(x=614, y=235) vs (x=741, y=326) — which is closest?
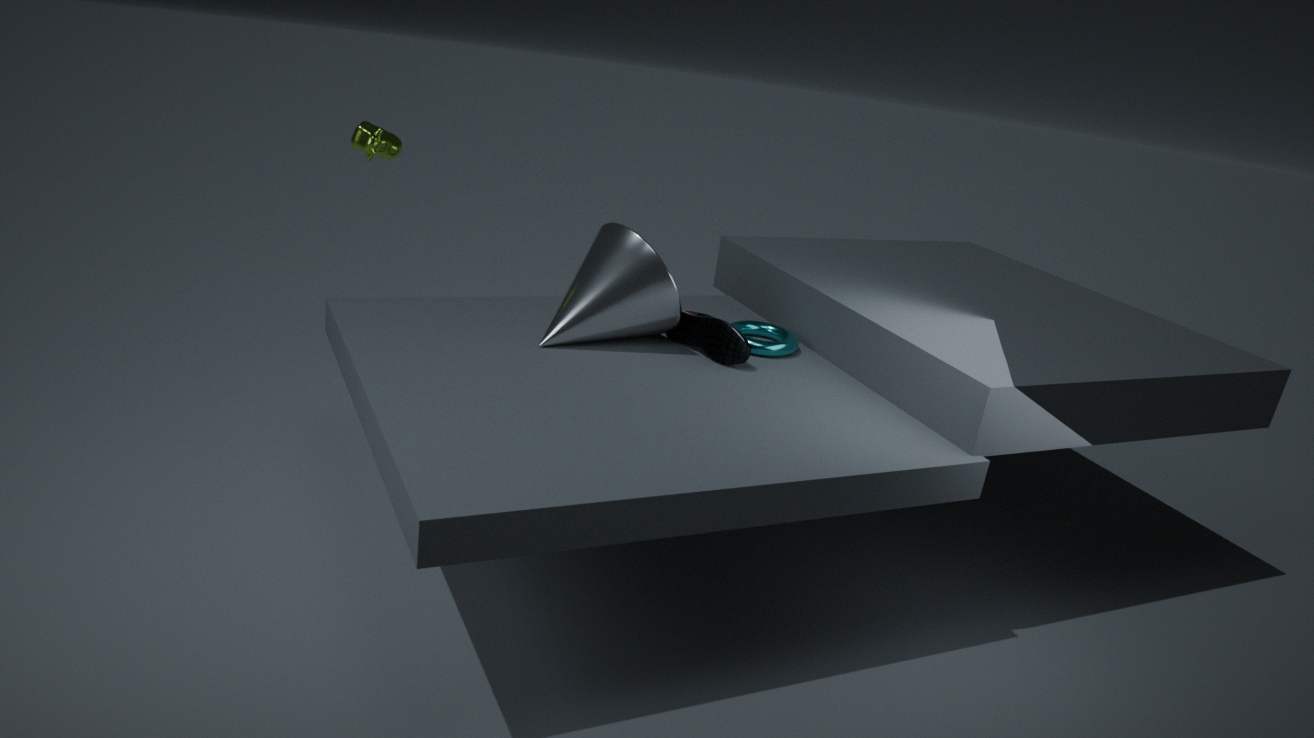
(x=614, y=235)
